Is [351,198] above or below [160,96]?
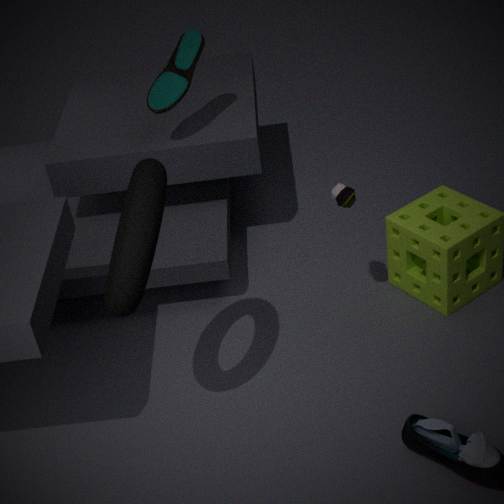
below
